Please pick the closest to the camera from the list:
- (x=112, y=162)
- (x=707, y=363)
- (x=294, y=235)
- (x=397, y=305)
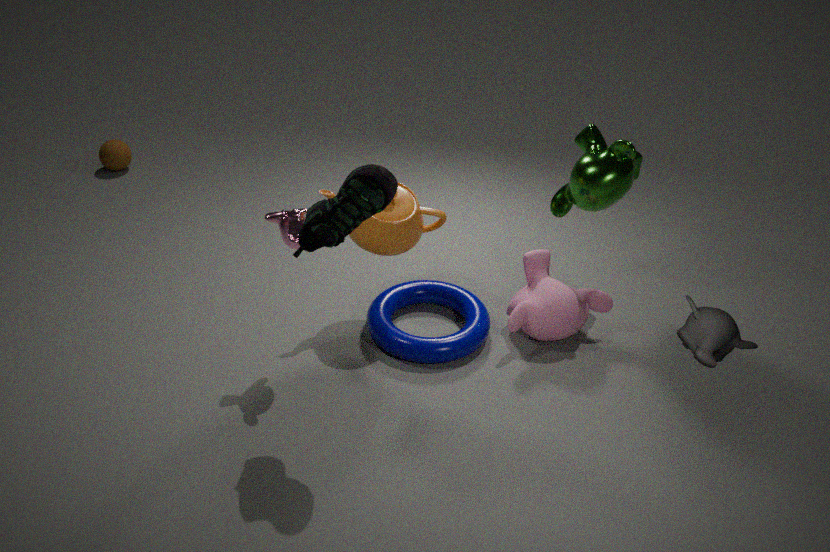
(x=707, y=363)
